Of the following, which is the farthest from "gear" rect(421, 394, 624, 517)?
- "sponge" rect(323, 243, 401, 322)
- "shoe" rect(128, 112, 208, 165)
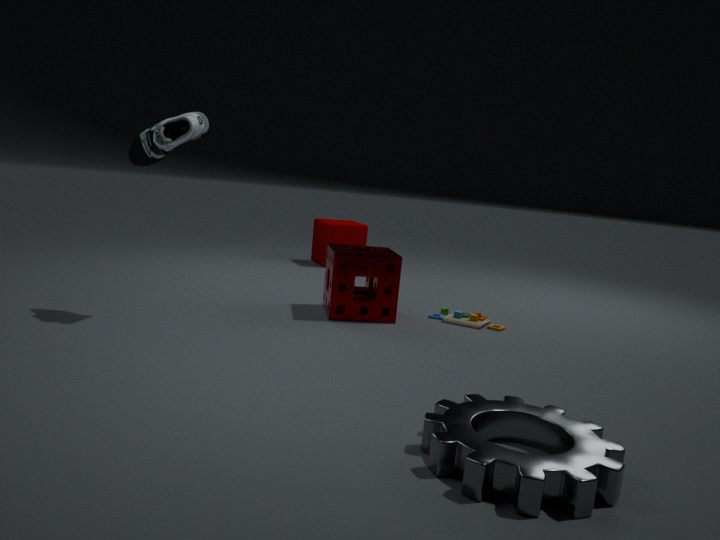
"shoe" rect(128, 112, 208, 165)
